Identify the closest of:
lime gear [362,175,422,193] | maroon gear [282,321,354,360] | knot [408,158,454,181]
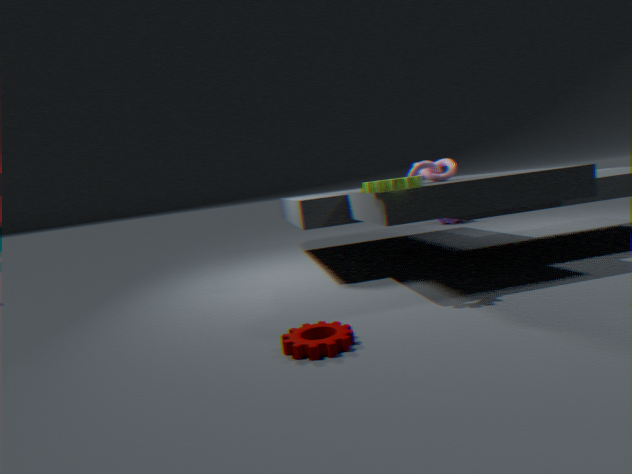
maroon gear [282,321,354,360]
